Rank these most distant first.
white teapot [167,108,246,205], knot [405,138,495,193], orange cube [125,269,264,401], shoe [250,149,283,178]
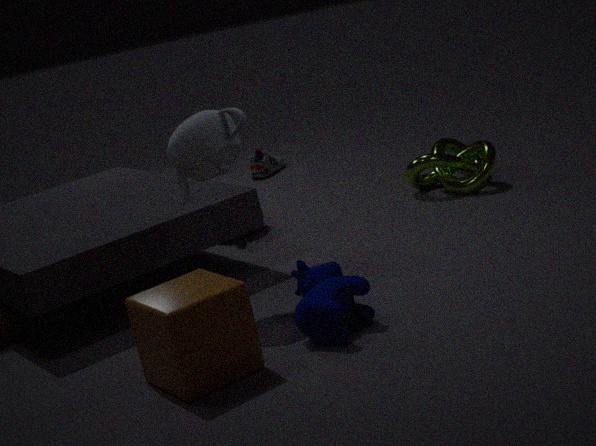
shoe [250,149,283,178], knot [405,138,495,193], white teapot [167,108,246,205], orange cube [125,269,264,401]
